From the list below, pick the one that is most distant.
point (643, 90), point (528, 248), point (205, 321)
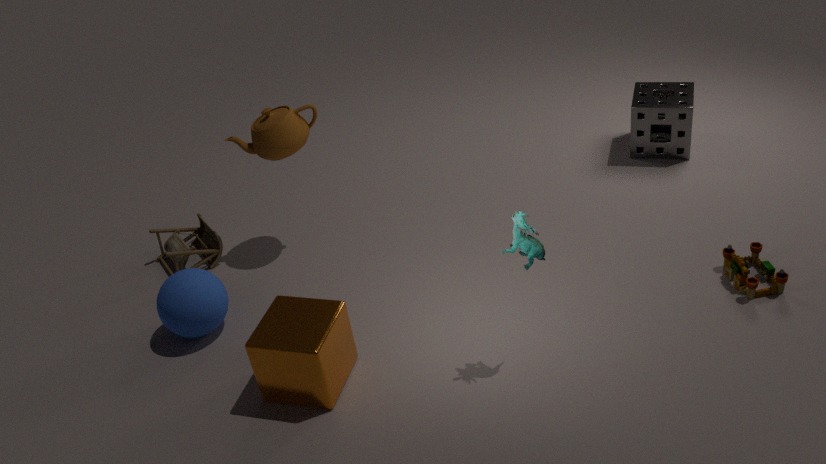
point (643, 90)
